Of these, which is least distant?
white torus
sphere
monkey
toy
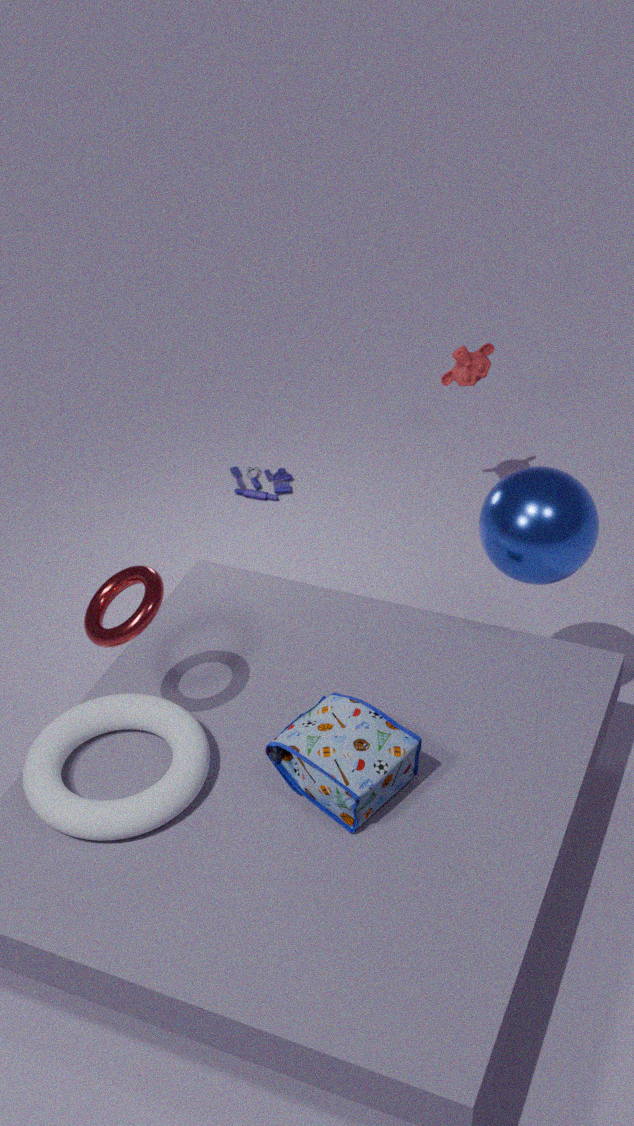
white torus
